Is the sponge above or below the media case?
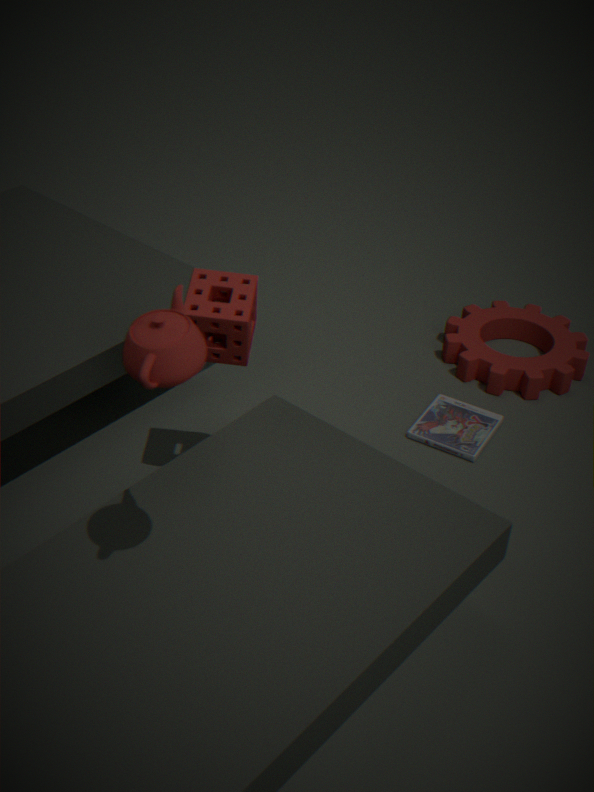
above
